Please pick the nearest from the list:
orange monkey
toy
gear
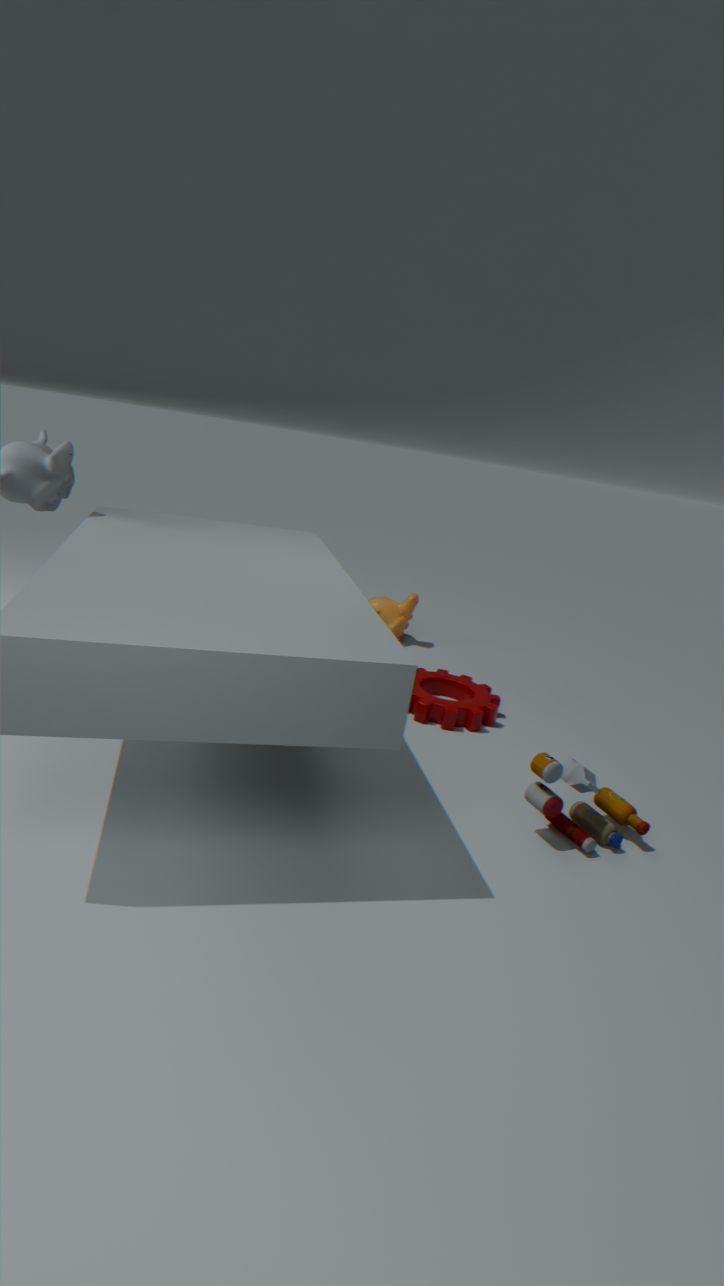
toy
